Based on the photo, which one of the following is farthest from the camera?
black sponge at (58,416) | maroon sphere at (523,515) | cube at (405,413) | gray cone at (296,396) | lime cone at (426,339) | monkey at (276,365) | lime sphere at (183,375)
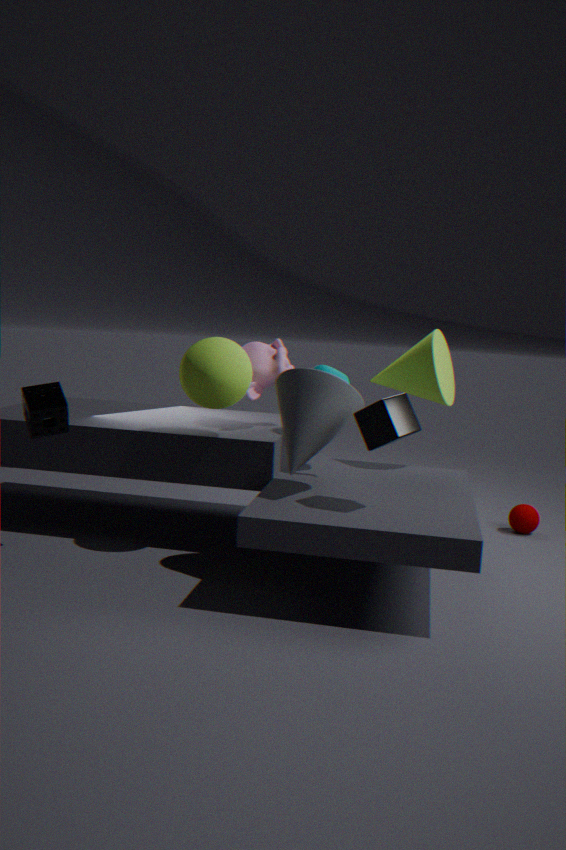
maroon sphere at (523,515)
